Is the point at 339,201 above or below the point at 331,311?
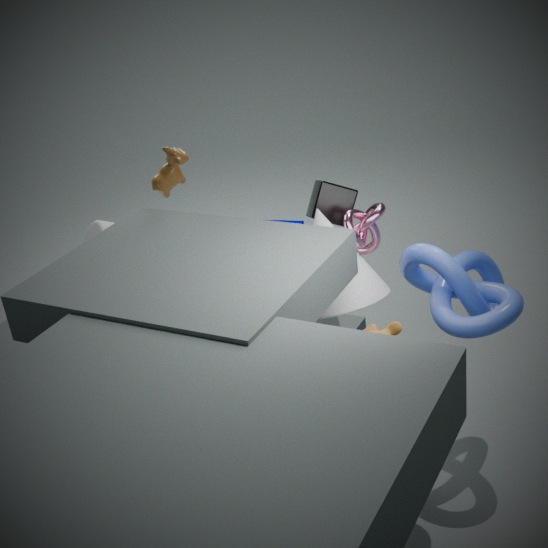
above
